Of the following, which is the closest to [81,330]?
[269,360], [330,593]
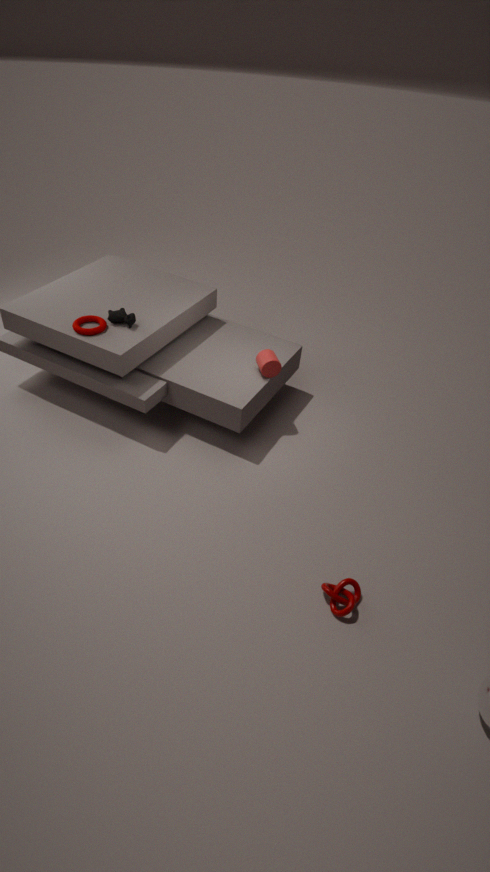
[269,360]
